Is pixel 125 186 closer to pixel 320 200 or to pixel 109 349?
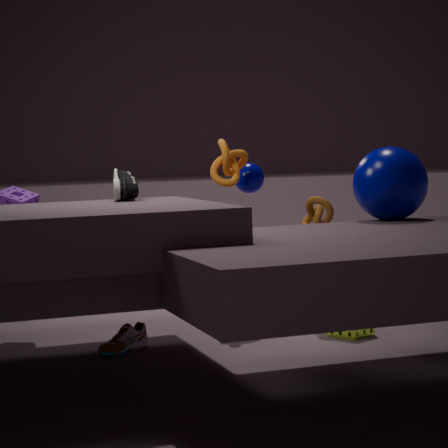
pixel 109 349
